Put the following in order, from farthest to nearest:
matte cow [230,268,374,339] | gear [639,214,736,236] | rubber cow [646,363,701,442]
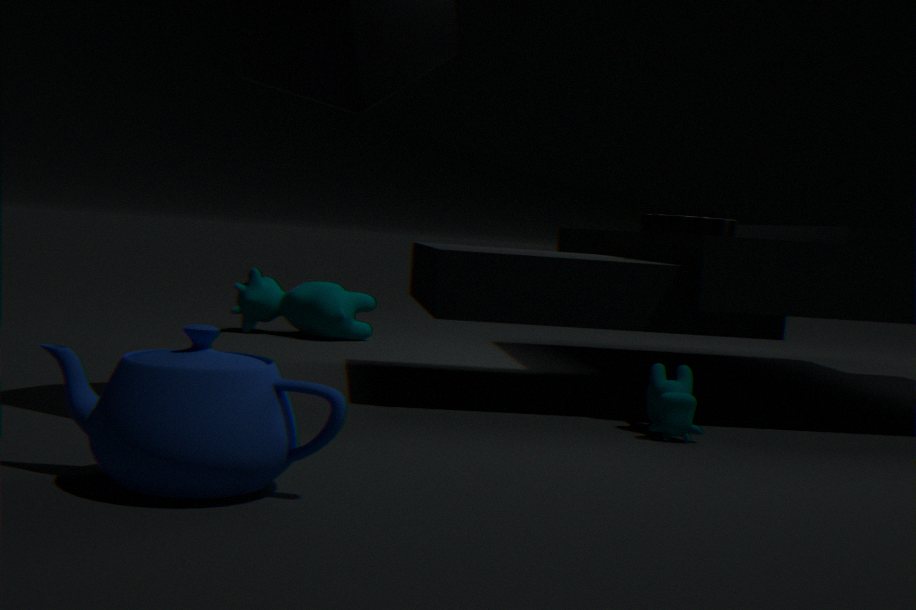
1. matte cow [230,268,374,339]
2. gear [639,214,736,236]
3. rubber cow [646,363,701,442]
